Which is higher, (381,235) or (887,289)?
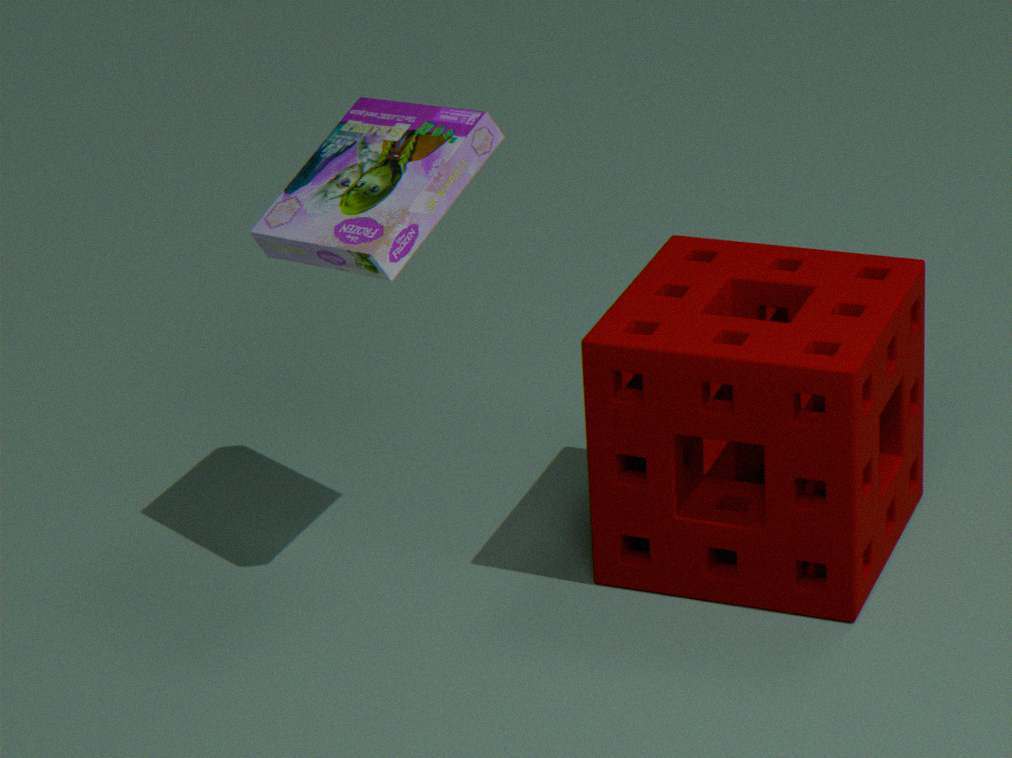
(381,235)
